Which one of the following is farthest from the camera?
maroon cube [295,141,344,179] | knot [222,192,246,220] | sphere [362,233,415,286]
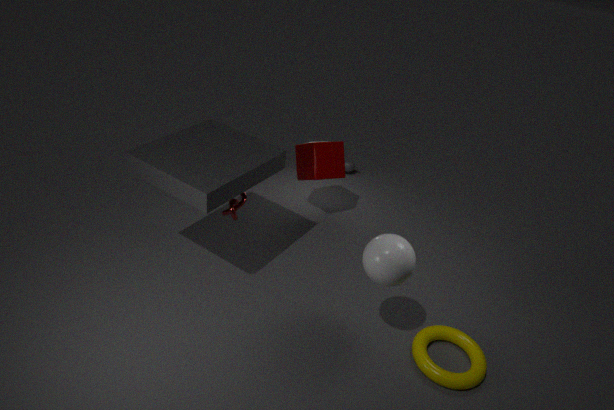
maroon cube [295,141,344,179]
